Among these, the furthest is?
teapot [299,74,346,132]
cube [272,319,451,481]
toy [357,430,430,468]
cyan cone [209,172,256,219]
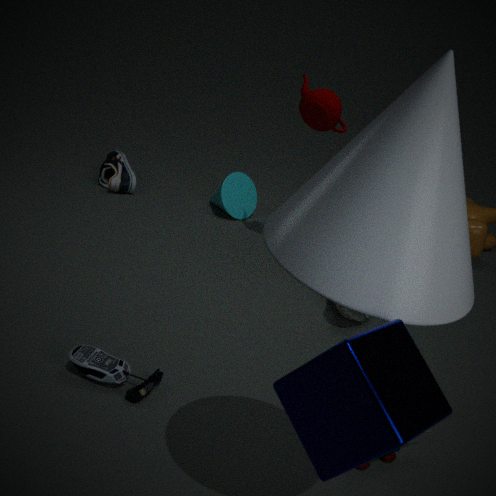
cyan cone [209,172,256,219]
